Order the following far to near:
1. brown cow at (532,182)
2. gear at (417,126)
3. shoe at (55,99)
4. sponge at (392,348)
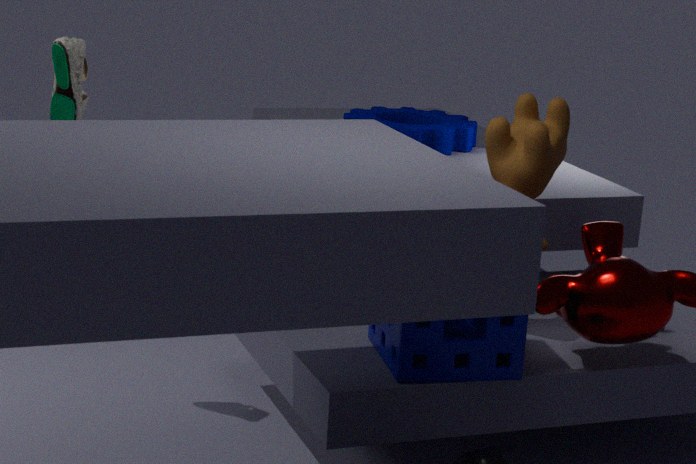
gear at (417,126) → brown cow at (532,182) → shoe at (55,99) → sponge at (392,348)
